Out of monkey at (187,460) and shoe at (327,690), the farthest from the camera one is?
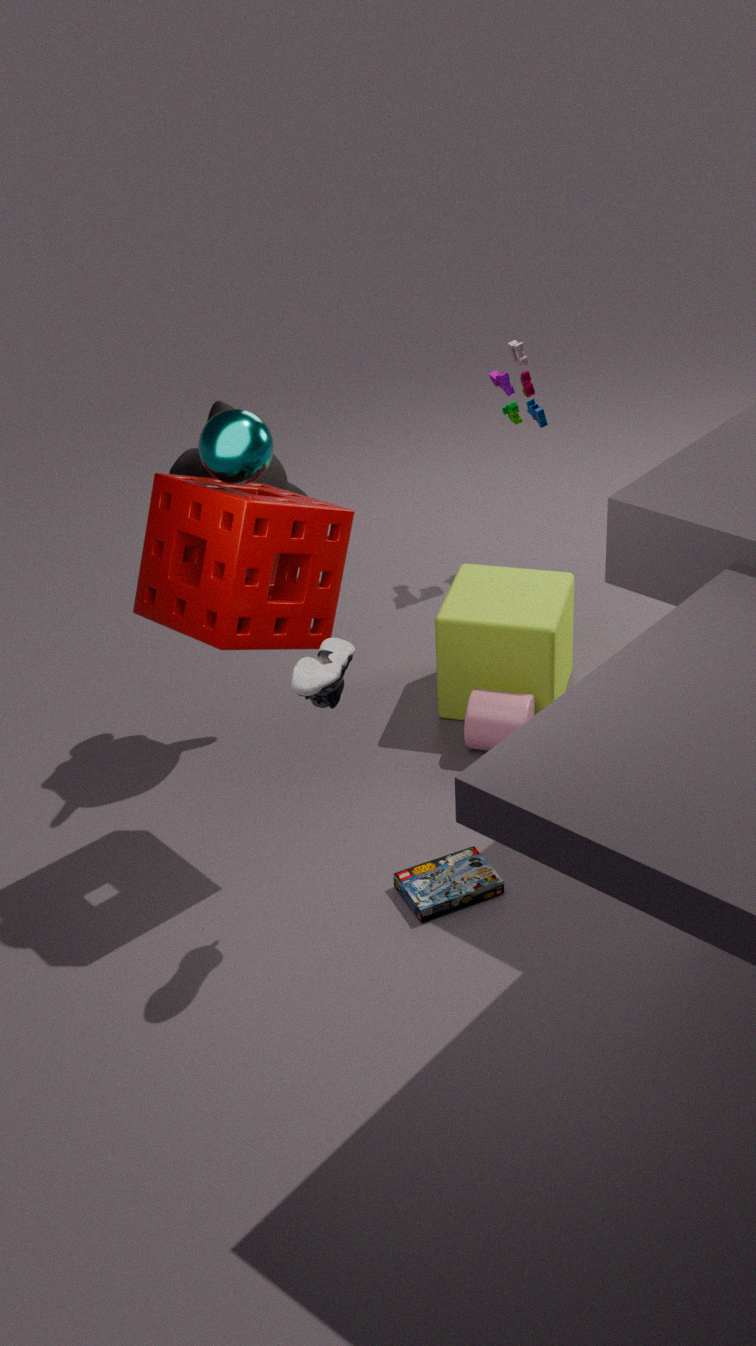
monkey at (187,460)
